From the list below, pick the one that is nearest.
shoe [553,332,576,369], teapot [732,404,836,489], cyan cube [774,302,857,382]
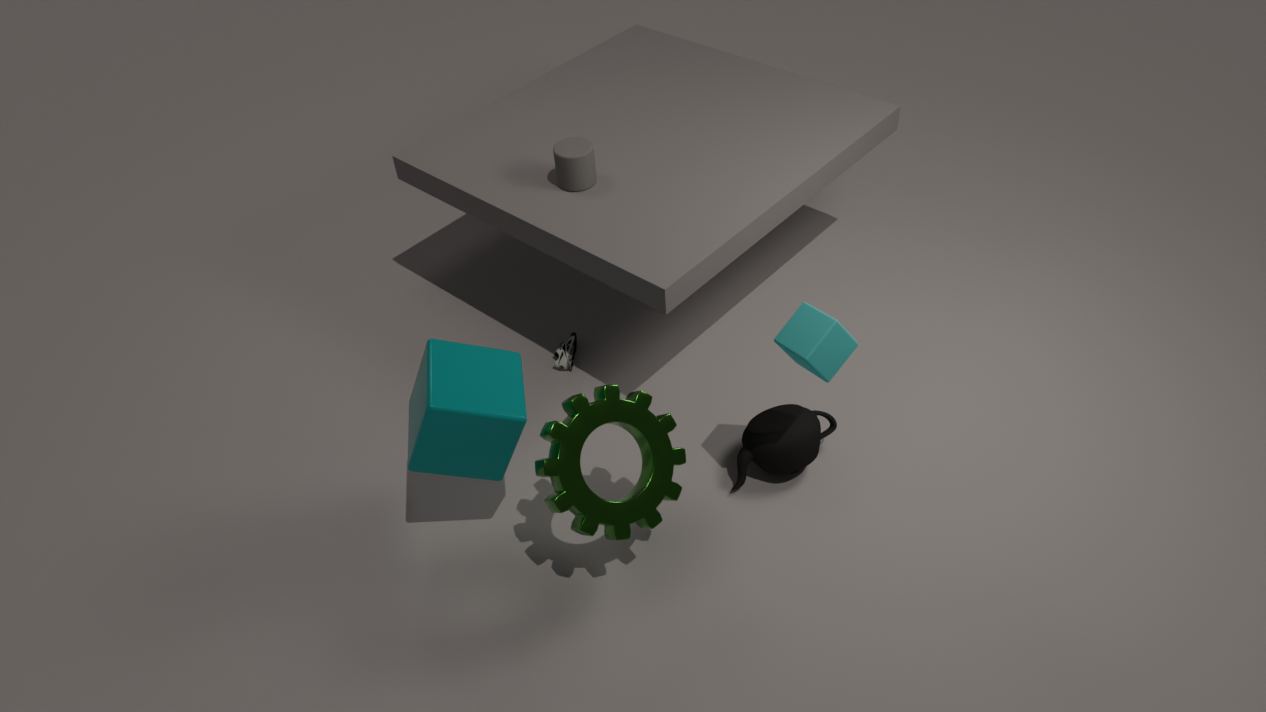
cyan cube [774,302,857,382]
